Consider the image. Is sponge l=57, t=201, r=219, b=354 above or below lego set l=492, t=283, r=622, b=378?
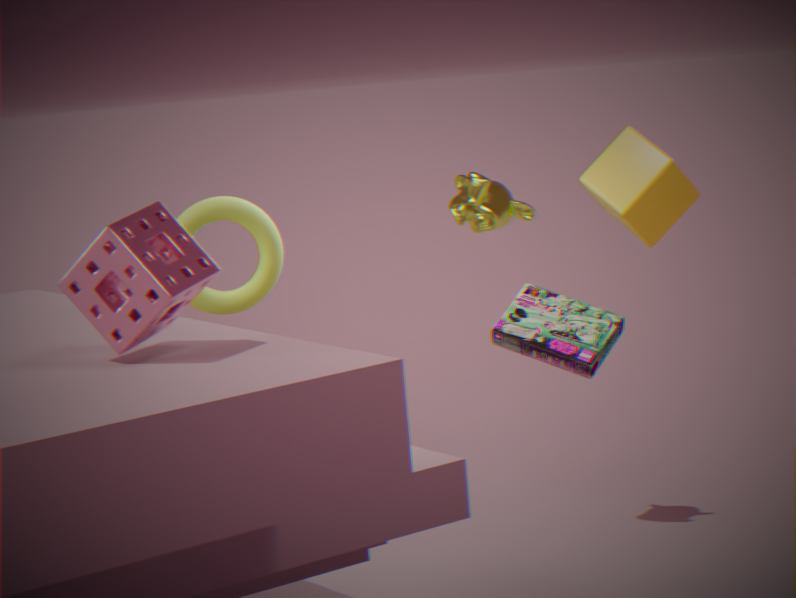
above
